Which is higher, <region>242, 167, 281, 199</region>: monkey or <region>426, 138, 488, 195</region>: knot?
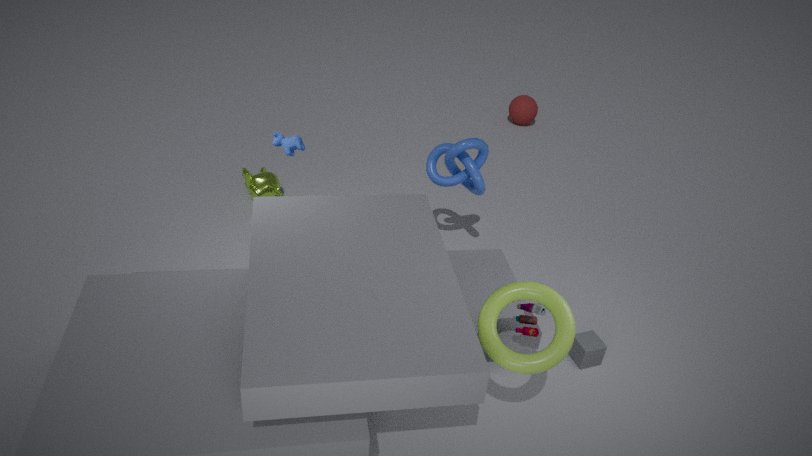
<region>426, 138, 488, 195</region>: knot
